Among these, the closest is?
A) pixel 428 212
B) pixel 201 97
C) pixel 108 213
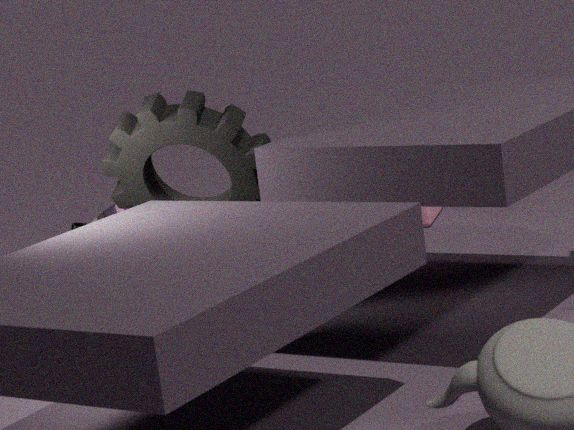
pixel 201 97
